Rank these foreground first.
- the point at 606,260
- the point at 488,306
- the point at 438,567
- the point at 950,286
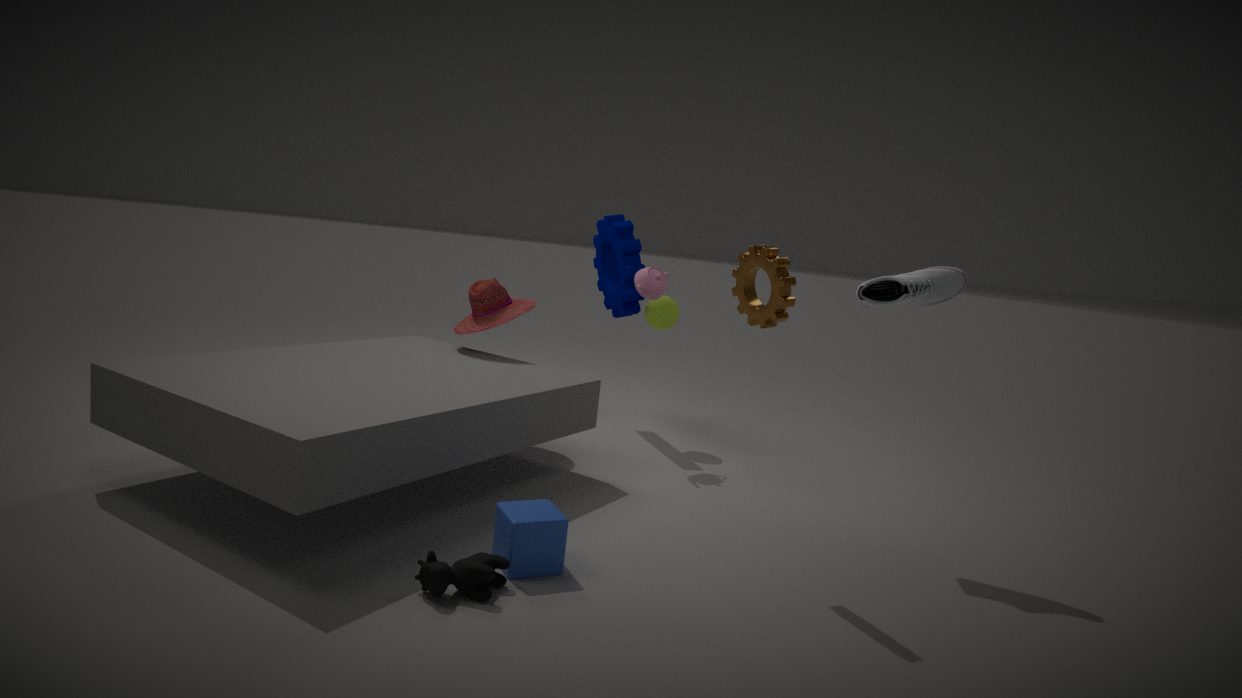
the point at 438,567, the point at 950,286, the point at 488,306, the point at 606,260
